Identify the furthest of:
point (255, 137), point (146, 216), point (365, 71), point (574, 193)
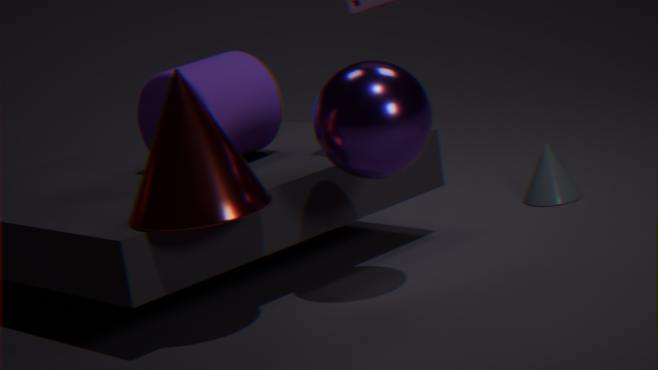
point (574, 193)
